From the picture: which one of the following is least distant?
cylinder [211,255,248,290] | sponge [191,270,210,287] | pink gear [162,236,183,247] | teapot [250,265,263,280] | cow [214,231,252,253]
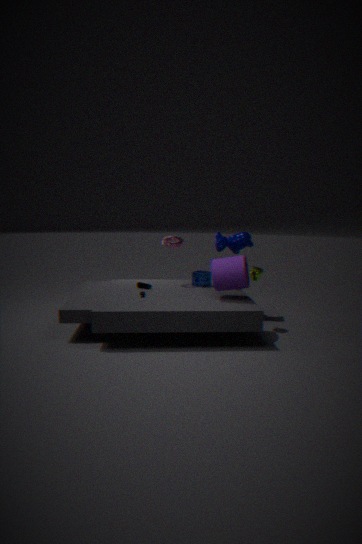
cylinder [211,255,248,290]
